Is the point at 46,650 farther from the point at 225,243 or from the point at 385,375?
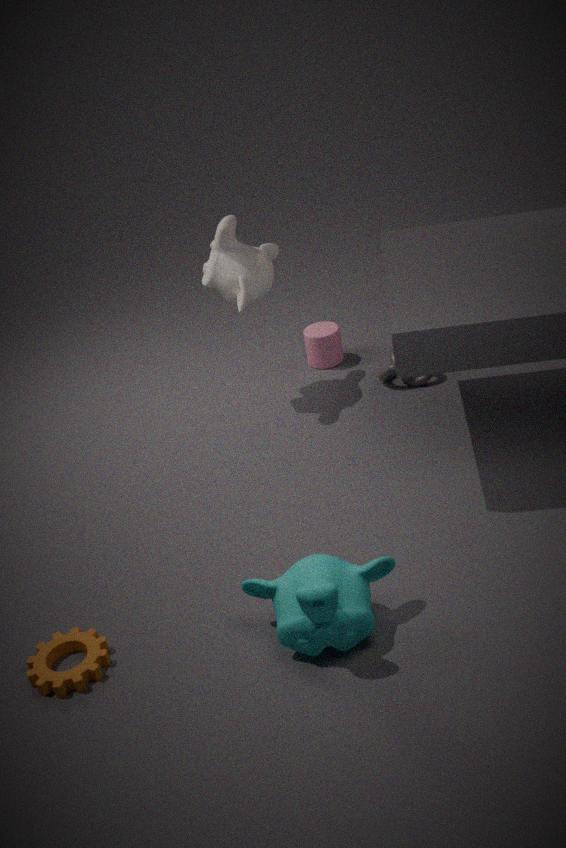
the point at 385,375
